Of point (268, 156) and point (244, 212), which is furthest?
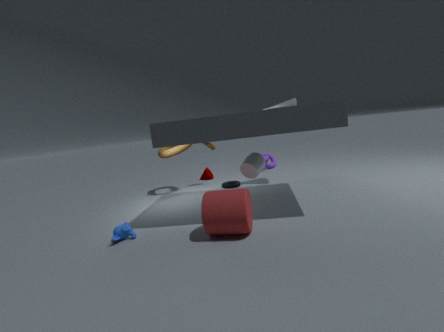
point (268, 156)
